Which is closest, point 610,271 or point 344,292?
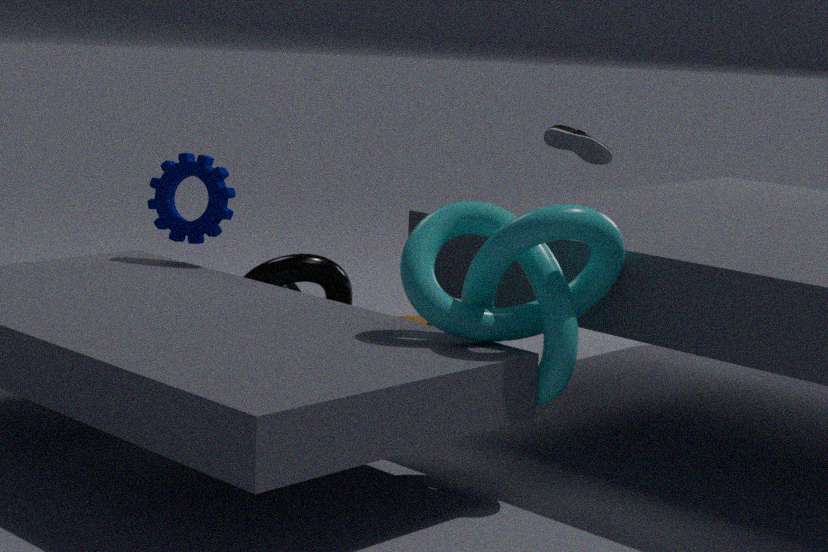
point 610,271
